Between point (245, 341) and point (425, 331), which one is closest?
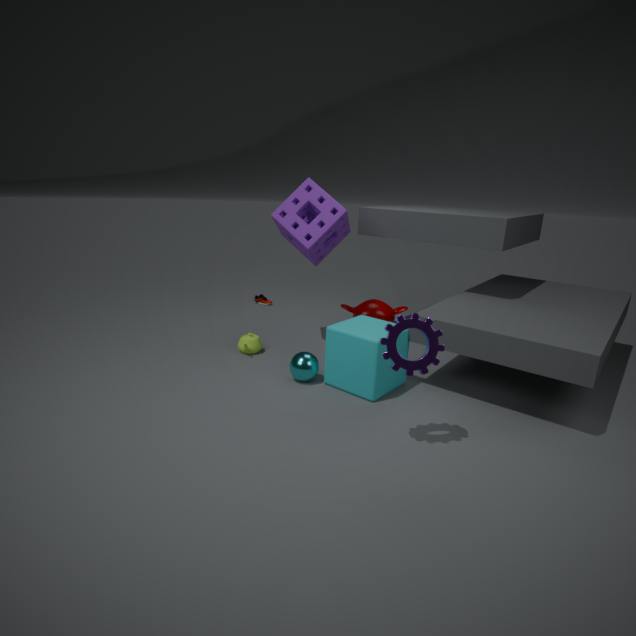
point (425, 331)
